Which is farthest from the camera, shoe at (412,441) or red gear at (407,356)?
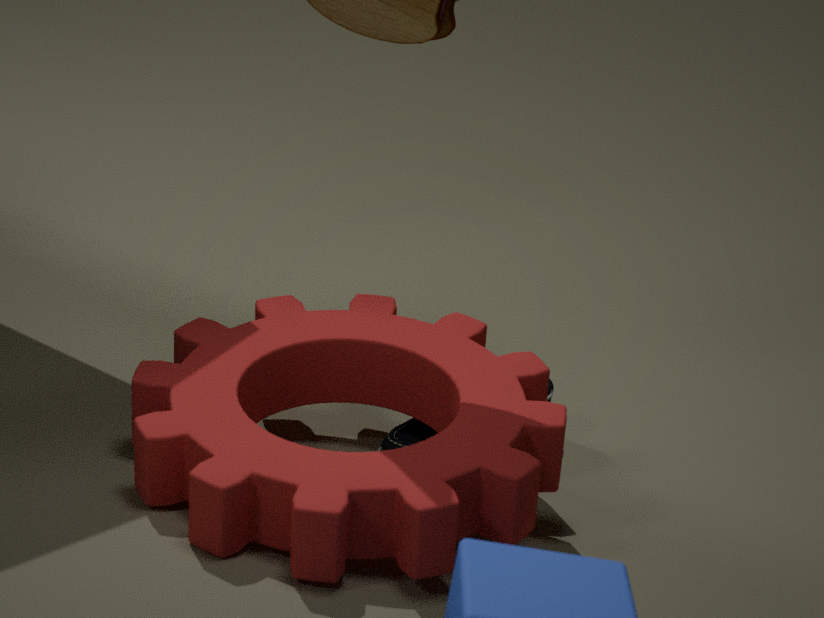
shoe at (412,441)
